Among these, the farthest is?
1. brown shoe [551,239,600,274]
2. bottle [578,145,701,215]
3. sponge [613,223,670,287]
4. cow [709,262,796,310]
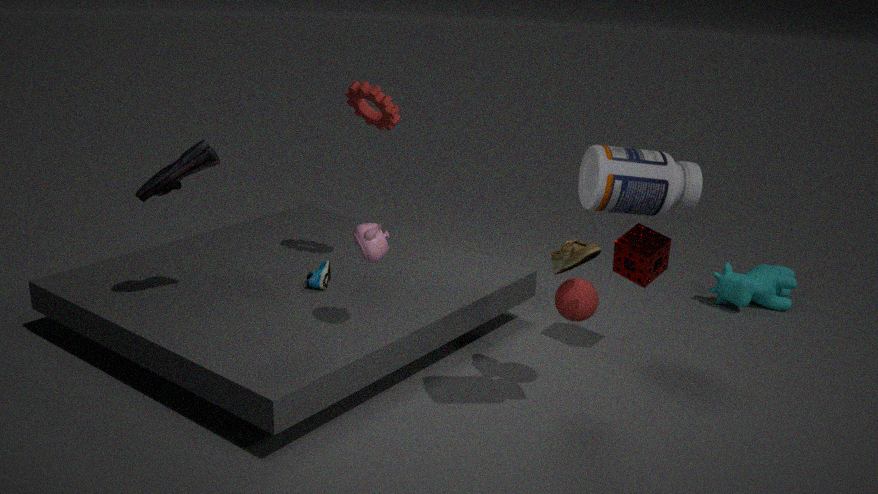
cow [709,262,796,310]
